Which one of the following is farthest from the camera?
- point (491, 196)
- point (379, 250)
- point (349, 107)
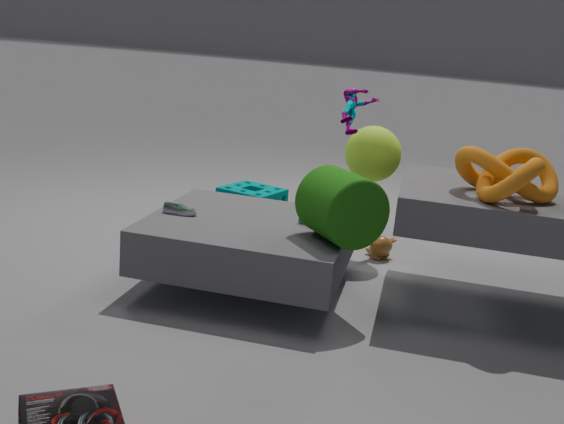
point (379, 250)
